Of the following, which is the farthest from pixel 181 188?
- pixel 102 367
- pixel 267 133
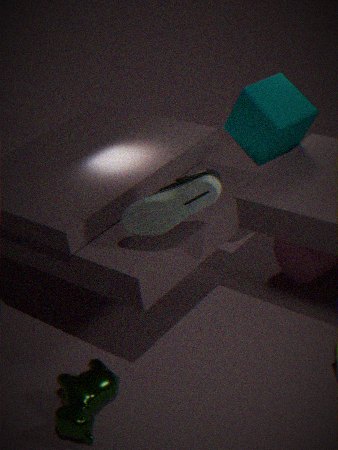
pixel 267 133
